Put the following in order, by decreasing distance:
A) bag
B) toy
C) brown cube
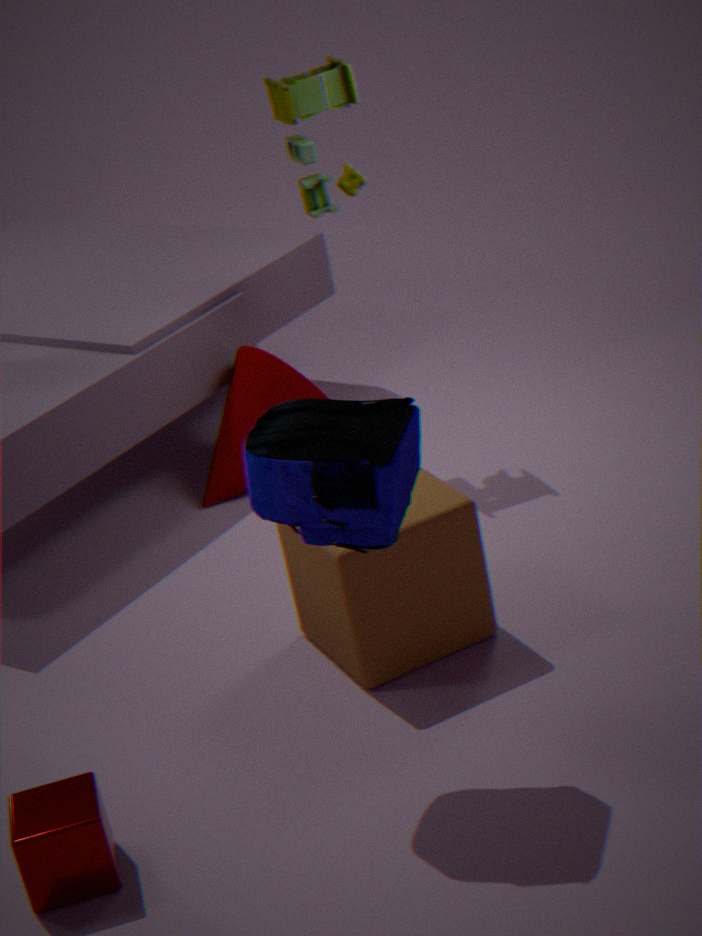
toy → brown cube → bag
